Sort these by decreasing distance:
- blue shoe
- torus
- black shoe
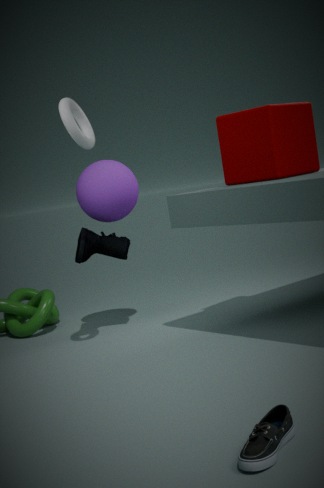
blue shoe, torus, black shoe
